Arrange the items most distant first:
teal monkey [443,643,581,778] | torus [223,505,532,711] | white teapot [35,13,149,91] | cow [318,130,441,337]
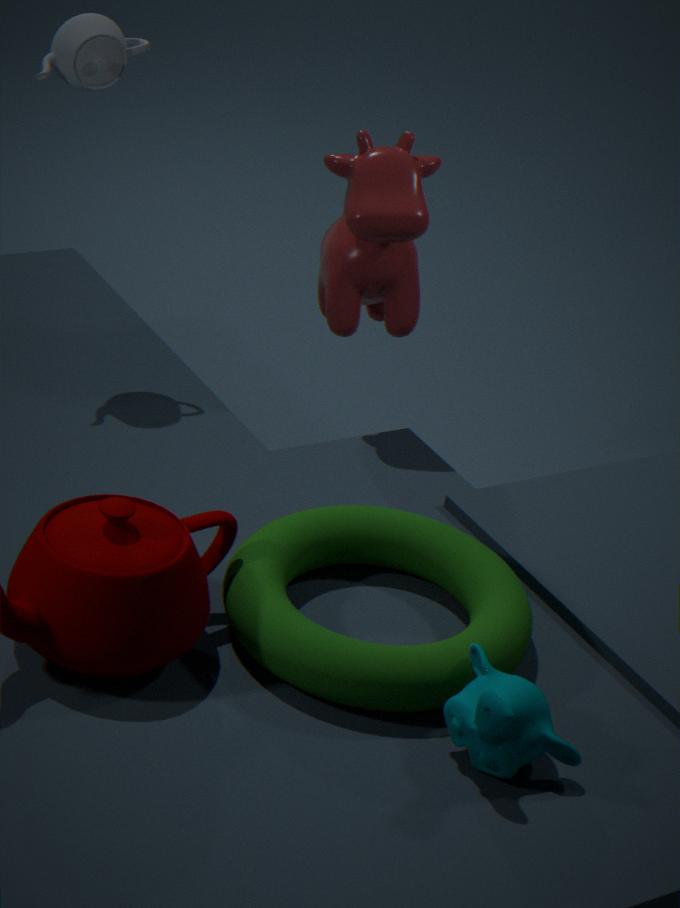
white teapot [35,13,149,91], cow [318,130,441,337], torus [223,505,532,711], teal monkey [443,643,581,778]
